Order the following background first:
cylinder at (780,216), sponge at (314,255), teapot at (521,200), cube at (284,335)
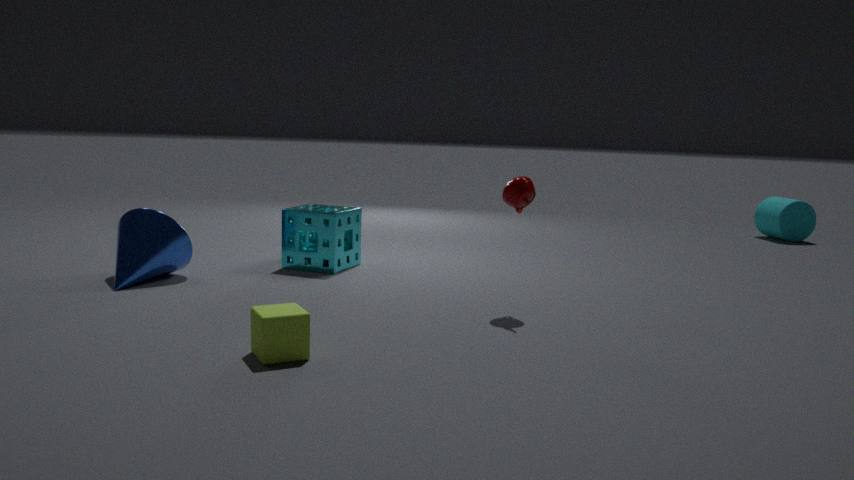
1. cylinder at (780,216)
2. sponge at (314,255)
3. teapot at (521,200)
4. cube at (284,335)
